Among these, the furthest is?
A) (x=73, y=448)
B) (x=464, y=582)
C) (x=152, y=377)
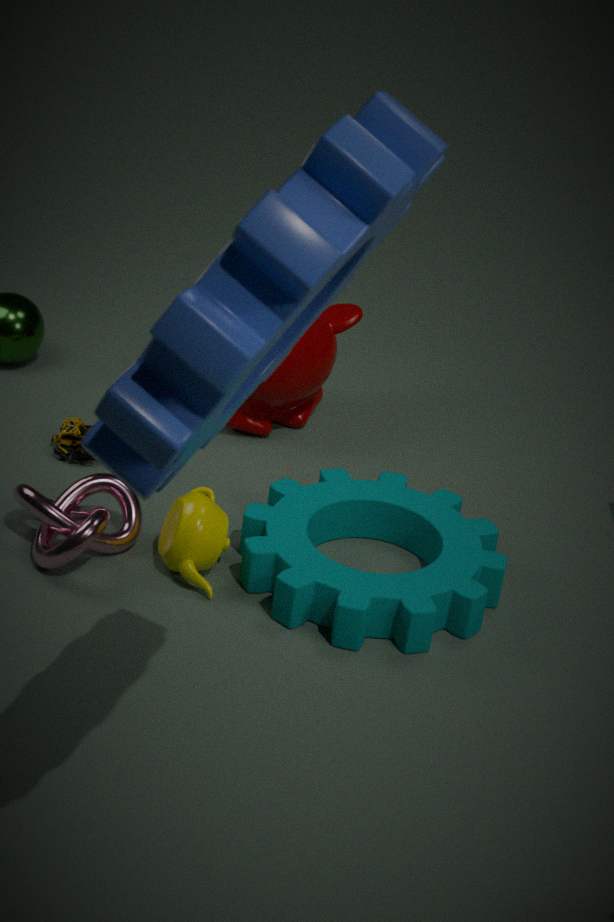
(x=73, y=448)
